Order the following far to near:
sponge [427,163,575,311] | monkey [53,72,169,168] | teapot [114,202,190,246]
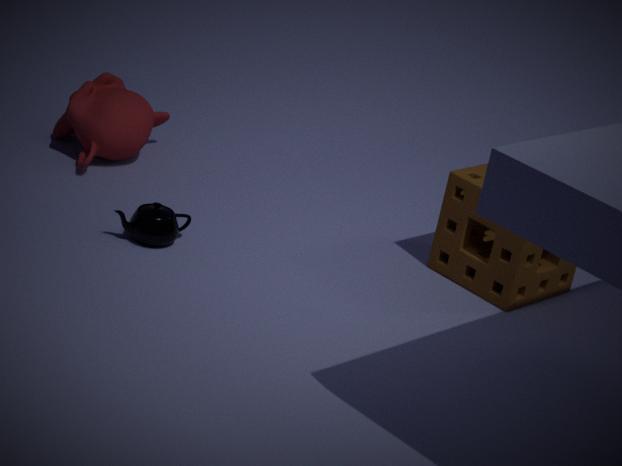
1. monkey [53,72,169,168]
2. sponge [427,163,575,311]
3. teapot [114,202,190,246]
